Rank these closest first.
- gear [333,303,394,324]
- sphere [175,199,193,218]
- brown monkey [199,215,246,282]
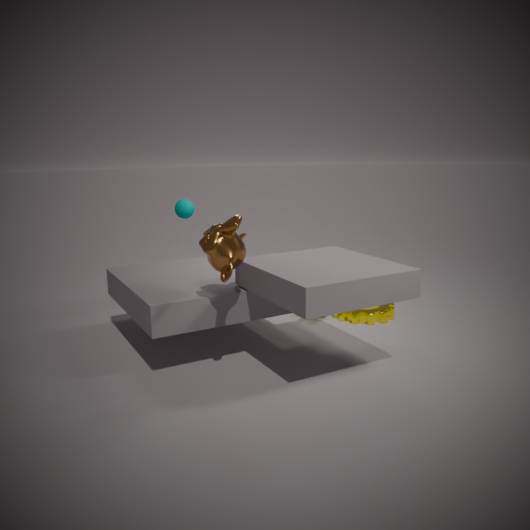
brown monkey [199,215,246,282] < gear [333,303,394,324] < sphere [175,199,193,218]
